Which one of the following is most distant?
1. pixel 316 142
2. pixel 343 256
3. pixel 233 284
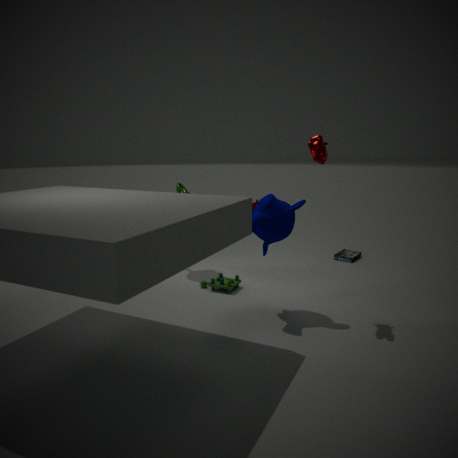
pixel 343 256
